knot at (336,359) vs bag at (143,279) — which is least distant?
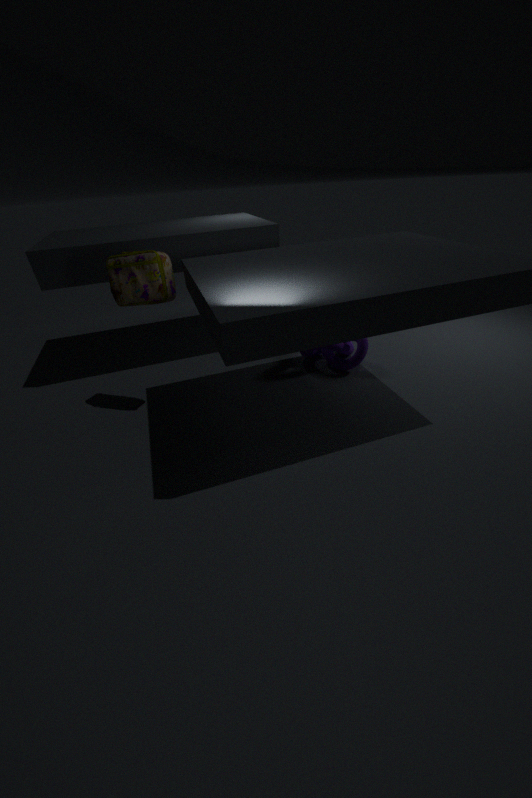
bag at (143,279)
